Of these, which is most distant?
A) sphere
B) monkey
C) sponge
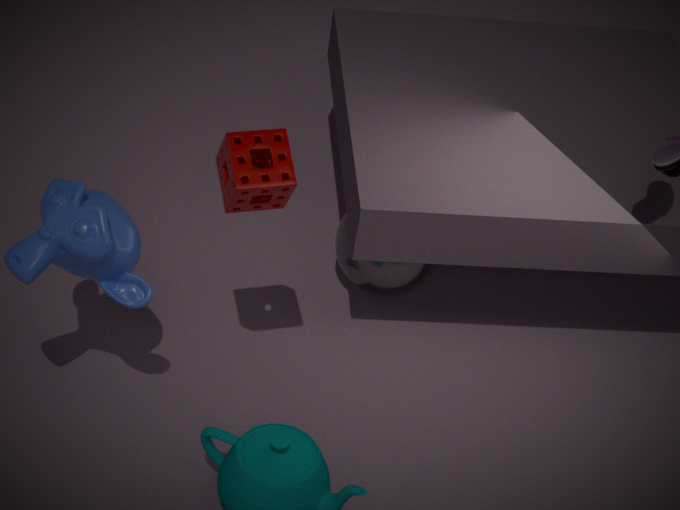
sphere
